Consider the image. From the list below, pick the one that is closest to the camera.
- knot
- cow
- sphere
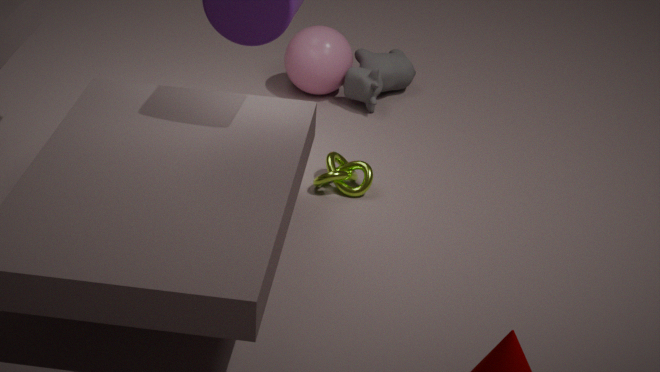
knot
